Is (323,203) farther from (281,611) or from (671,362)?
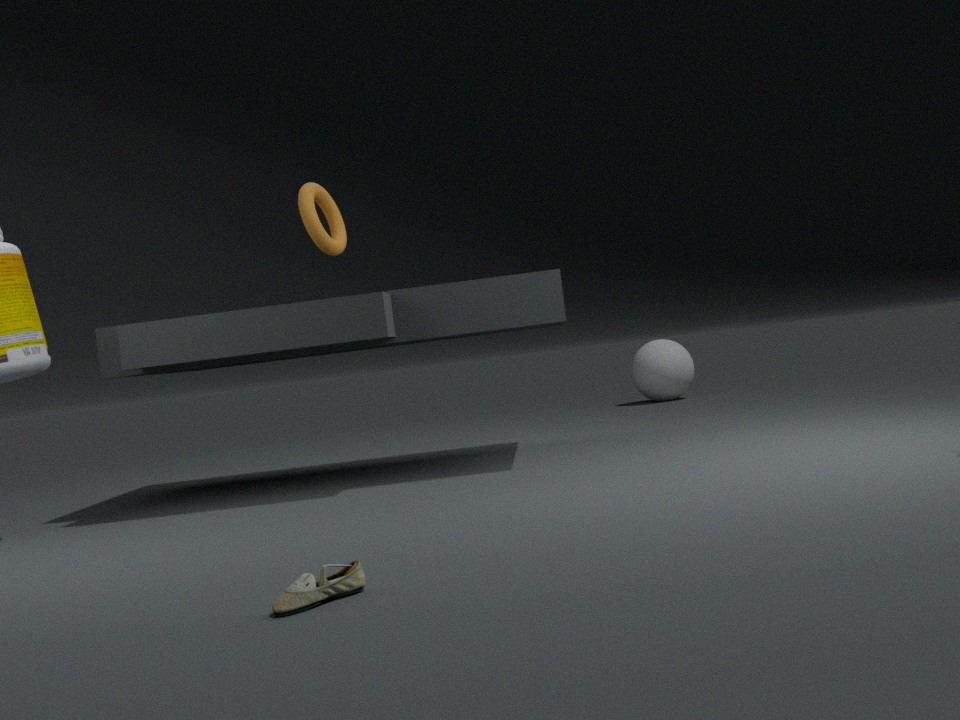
(671,362)
